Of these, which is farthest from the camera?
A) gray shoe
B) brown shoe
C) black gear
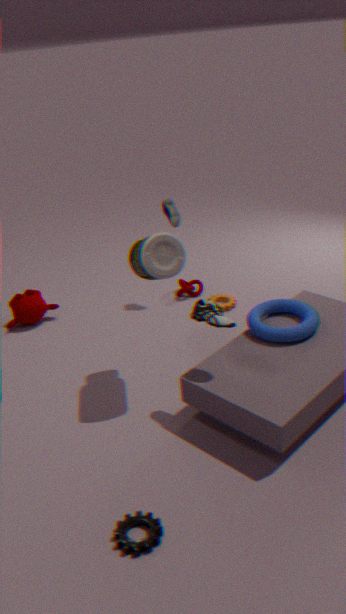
gray shoe
